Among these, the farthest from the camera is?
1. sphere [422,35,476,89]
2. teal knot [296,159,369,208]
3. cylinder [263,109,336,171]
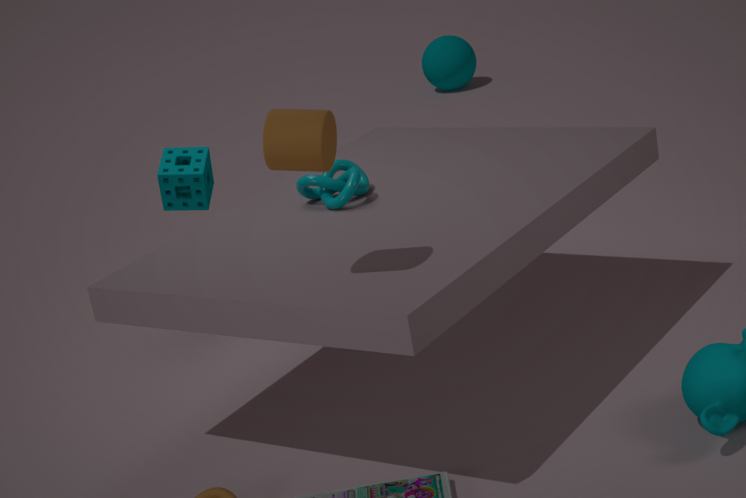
sphere [422,35,476,89]
